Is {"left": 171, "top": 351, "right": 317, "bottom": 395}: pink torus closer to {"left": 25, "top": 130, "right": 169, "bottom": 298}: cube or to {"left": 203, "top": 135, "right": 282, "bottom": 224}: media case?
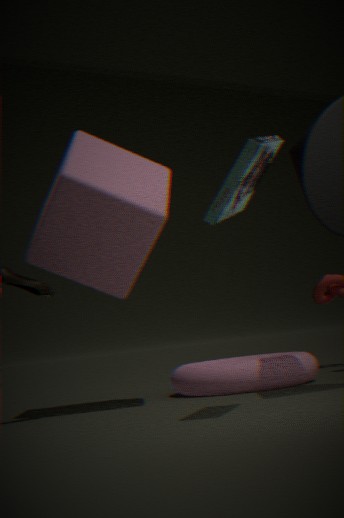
{"left": 25, "top": 130, "right": 169, "bottom": 298}: cube
